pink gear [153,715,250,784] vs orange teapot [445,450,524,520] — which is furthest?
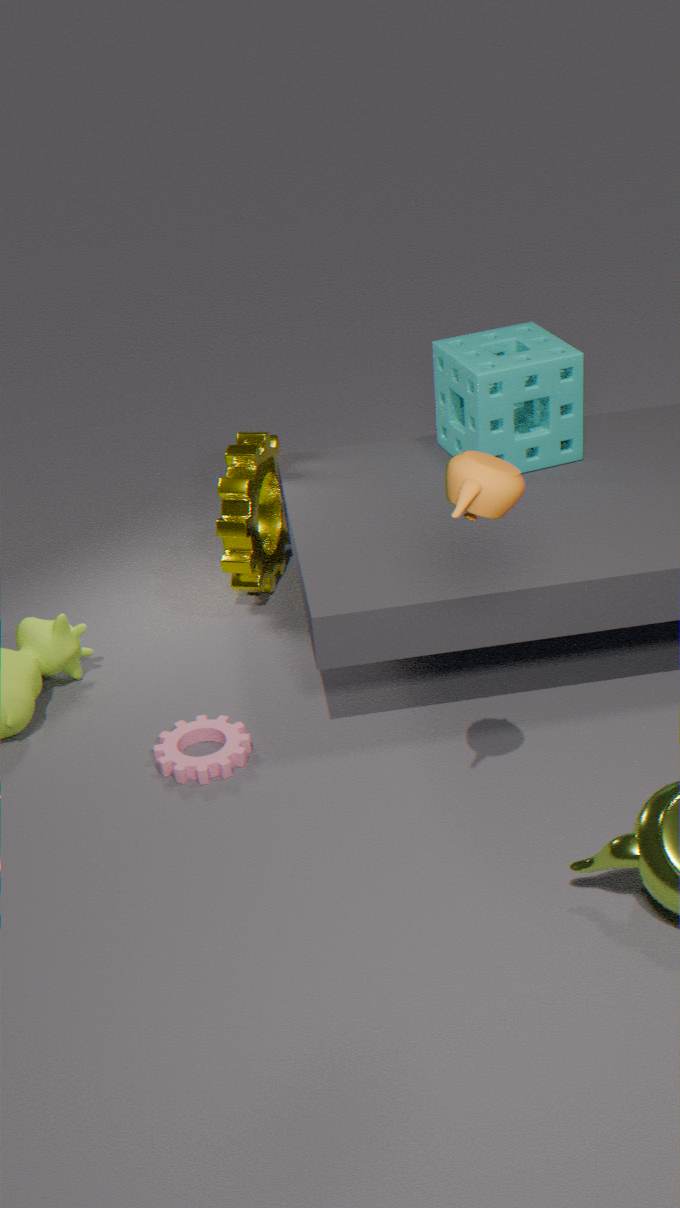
pink gear [153,715,250,784]
